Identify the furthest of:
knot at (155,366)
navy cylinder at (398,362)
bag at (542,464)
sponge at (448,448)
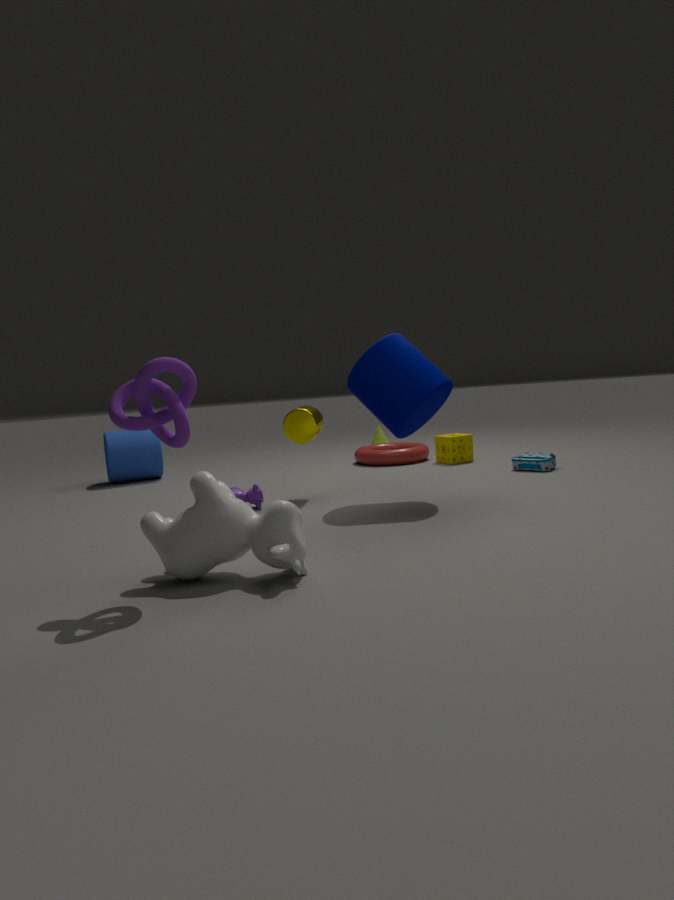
sponge at (448,448)
